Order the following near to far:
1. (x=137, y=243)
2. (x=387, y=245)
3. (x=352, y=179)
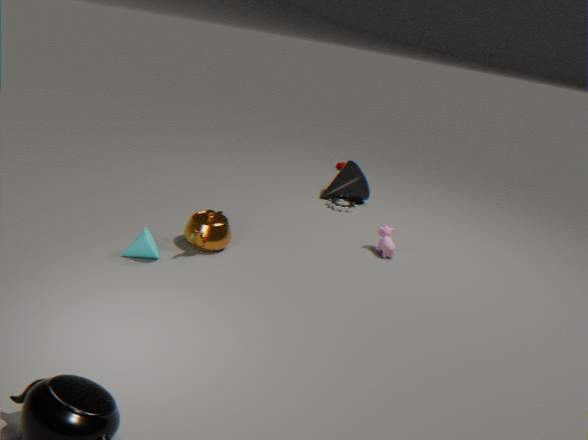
(x=137, y=243)
(x=387, y=245)
(x=352, y=179)
